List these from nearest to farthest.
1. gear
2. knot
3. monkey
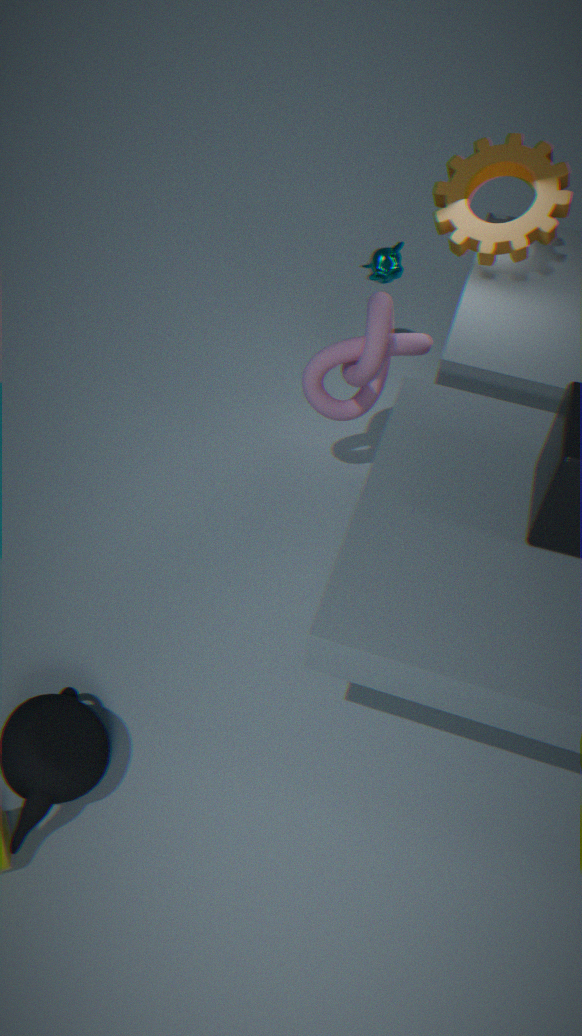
knot, gear, monkey
